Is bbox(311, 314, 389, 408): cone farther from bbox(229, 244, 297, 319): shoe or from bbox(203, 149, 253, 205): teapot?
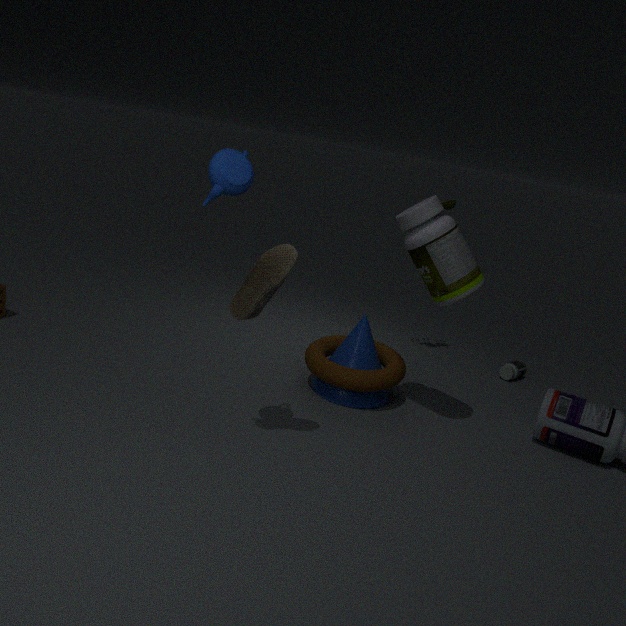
bbox(203, 149, 253, 205): teapot
